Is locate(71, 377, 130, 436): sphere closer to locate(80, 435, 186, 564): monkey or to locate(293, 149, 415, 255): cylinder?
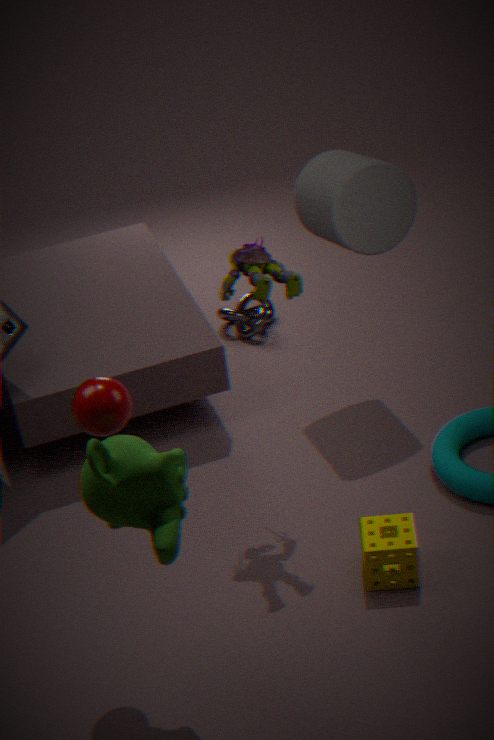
locate(80, 435, 186, 564): monkey
